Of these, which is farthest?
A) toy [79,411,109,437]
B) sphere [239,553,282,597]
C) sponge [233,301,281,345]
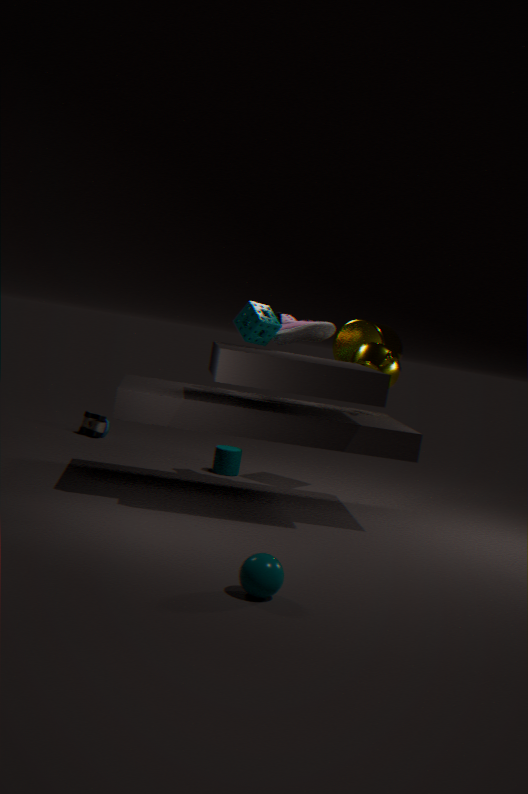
toy [79,411,109,437]
